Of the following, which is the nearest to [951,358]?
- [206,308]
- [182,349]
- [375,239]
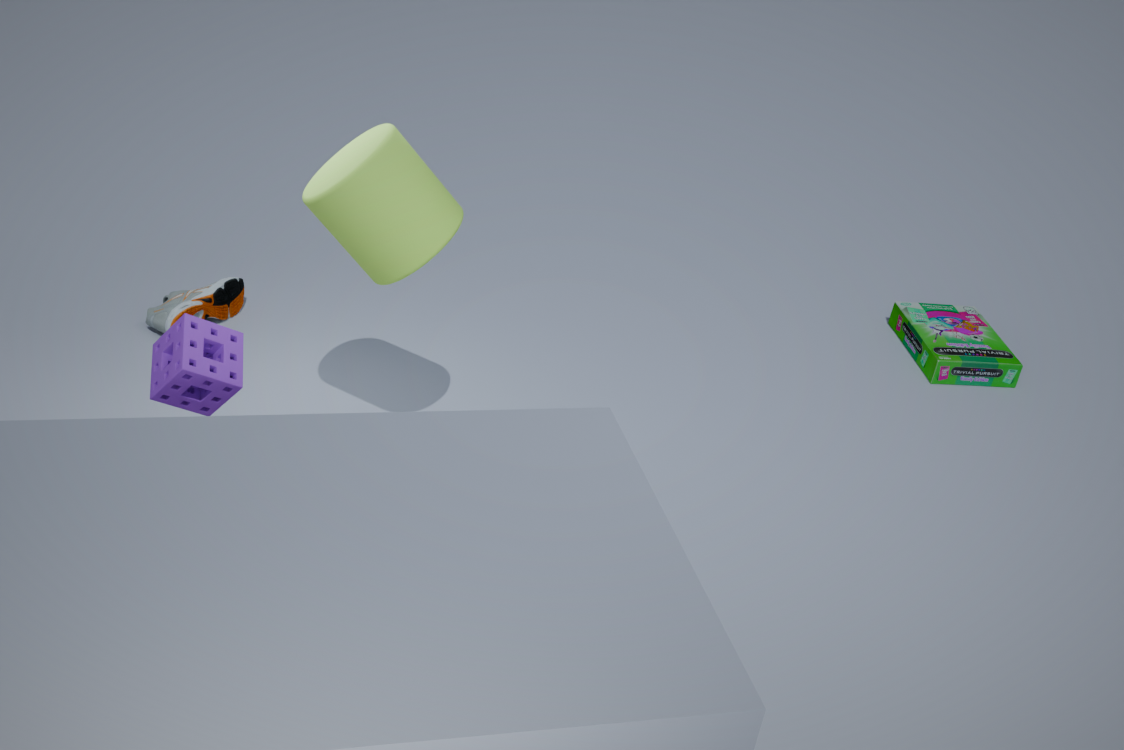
[375,239]
